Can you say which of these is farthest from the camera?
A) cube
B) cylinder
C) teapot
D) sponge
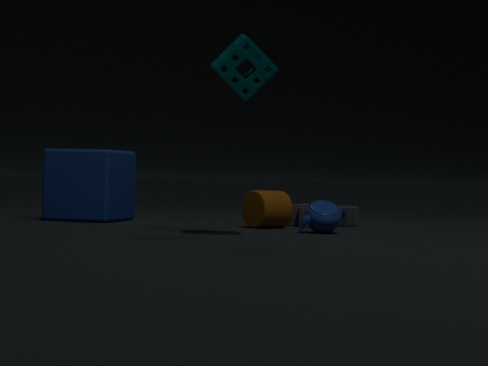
cube
